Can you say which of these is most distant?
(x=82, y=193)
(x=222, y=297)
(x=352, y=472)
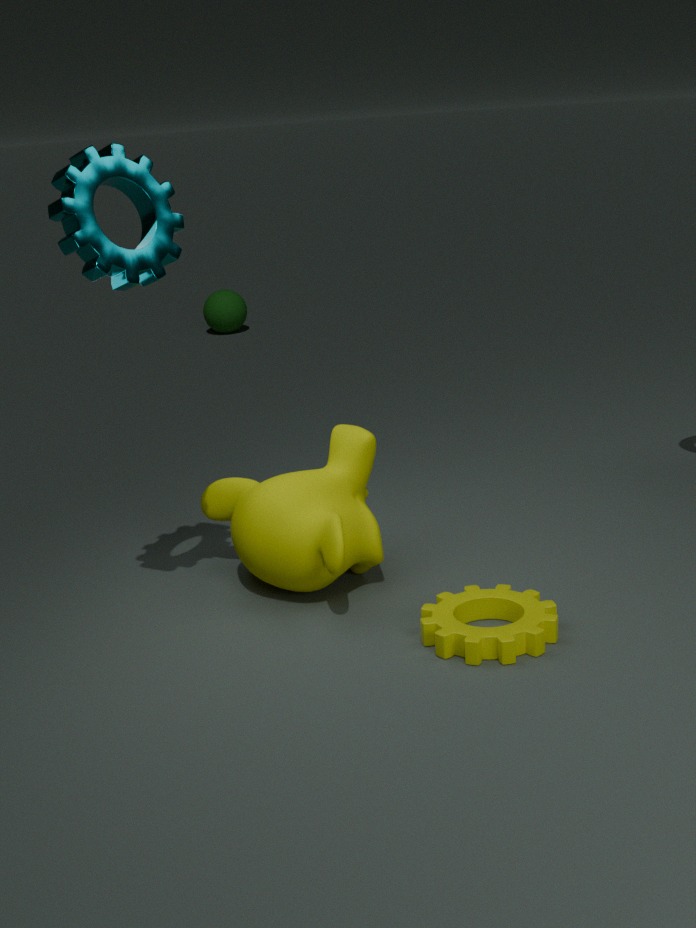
(x=222, y=297)
